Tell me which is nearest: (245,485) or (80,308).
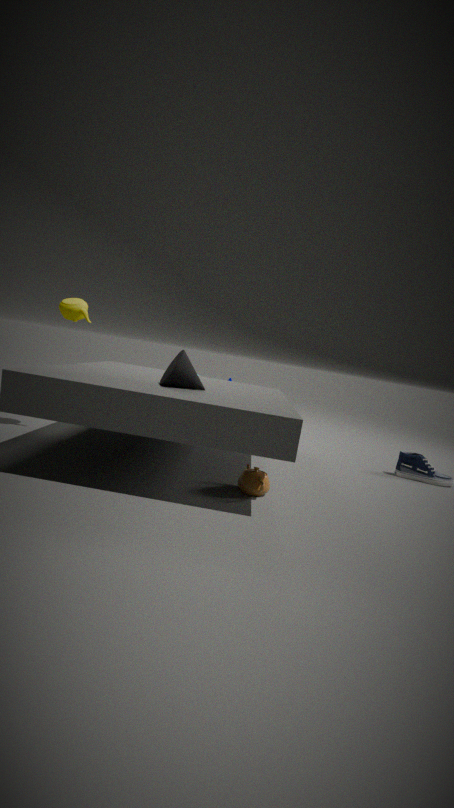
(245,485)
